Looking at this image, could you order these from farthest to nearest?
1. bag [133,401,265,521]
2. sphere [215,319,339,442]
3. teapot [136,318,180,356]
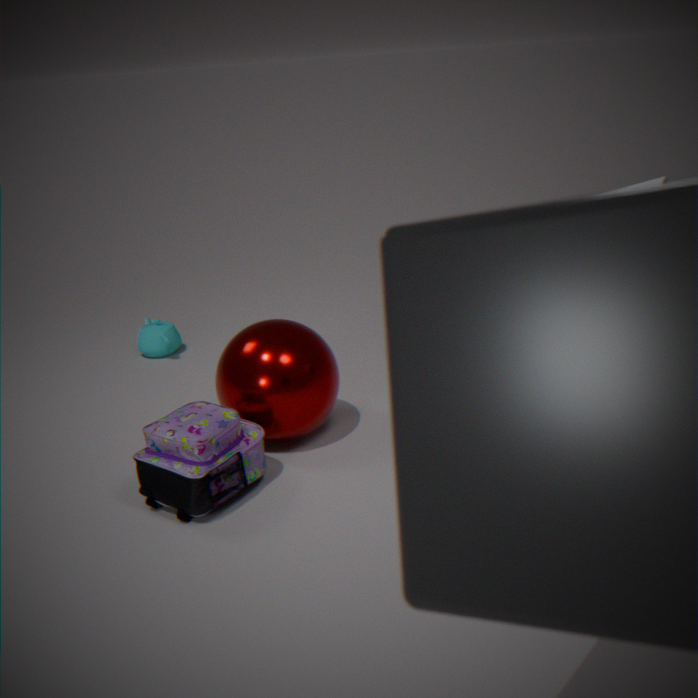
teapot [136,318,180,356], sphere [215,319,339,442], bag [133,401,265,521]
